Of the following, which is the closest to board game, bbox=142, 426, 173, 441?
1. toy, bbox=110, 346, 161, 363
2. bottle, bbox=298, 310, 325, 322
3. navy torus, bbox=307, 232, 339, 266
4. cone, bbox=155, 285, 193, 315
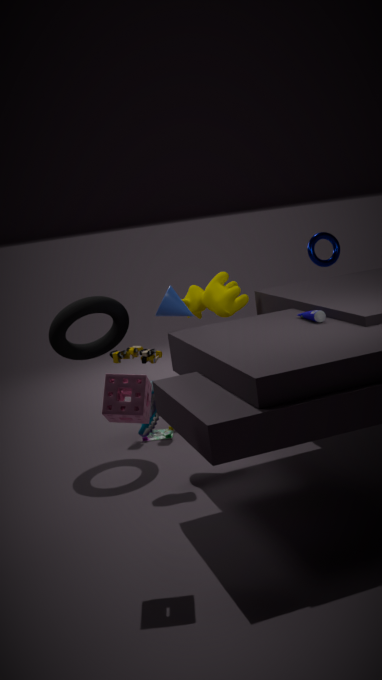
toy, bbox=110, 346, 161, 363
